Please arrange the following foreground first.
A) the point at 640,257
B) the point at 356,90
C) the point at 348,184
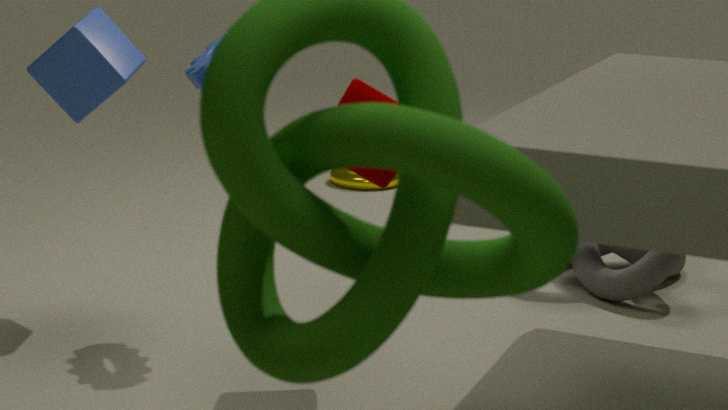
the point at 356,90
the point at 640,257
the point at 348,184
